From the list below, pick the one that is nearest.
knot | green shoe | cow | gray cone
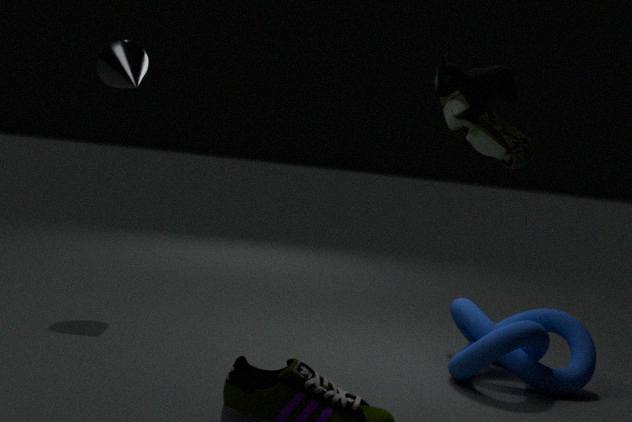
cow
